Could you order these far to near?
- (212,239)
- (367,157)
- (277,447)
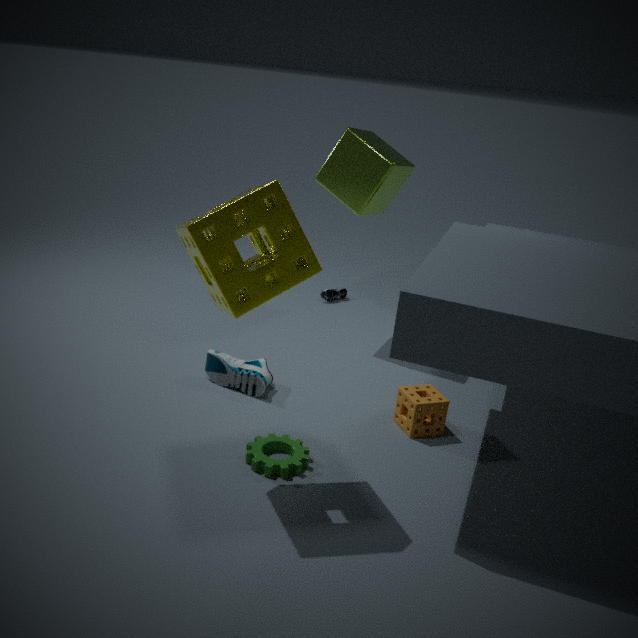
(367,157) < (277,447) < (212,239)
